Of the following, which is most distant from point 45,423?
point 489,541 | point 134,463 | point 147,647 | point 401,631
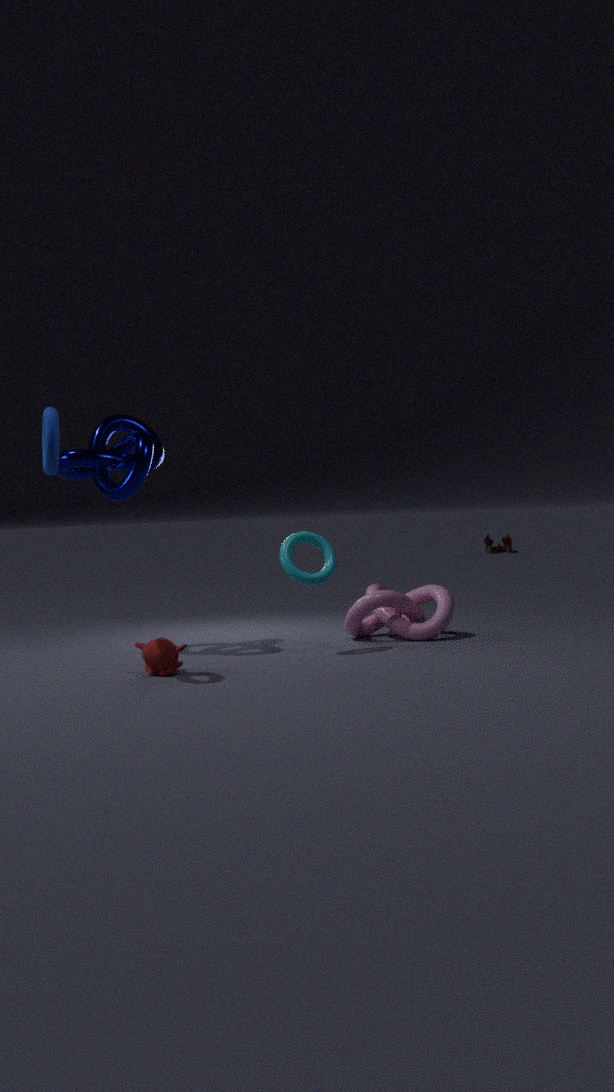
point 489,541
